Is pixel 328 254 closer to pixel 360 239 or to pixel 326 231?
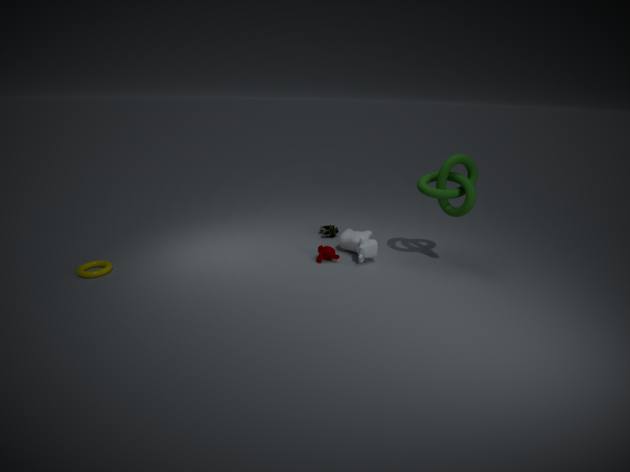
pixel 360 239
